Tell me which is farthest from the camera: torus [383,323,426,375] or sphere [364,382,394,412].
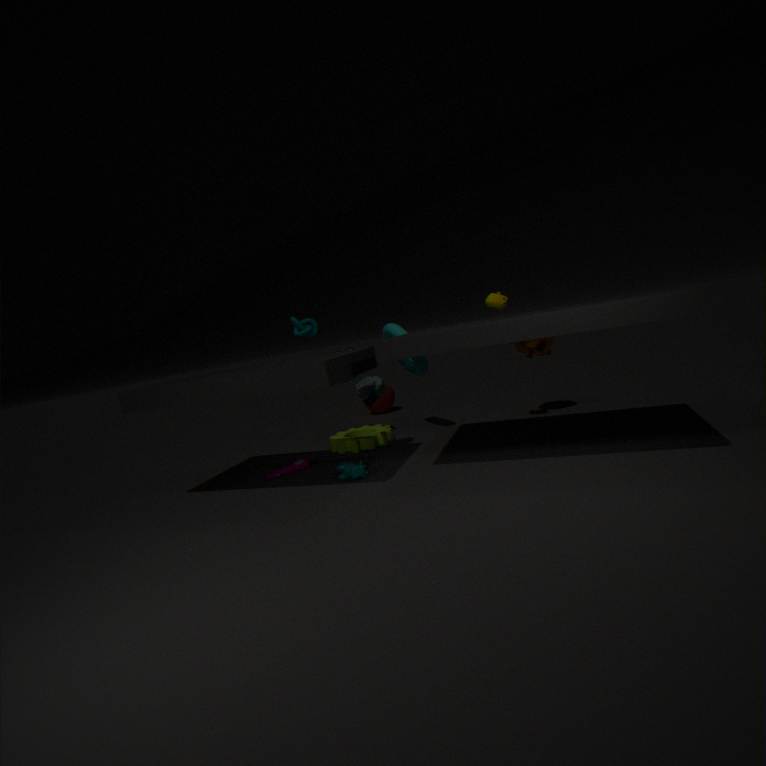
sphere [364,382,394,412]
